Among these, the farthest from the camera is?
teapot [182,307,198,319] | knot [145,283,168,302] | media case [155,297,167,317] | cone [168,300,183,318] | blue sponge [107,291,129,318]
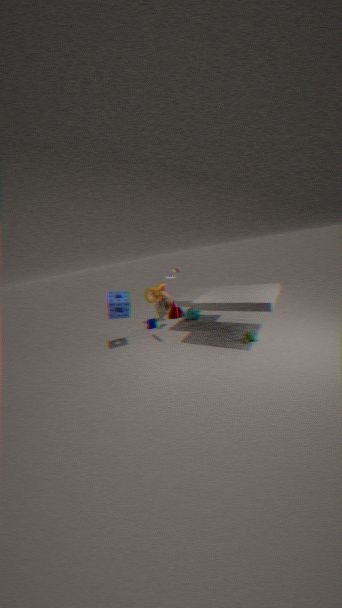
cone [168,300,183,318]
